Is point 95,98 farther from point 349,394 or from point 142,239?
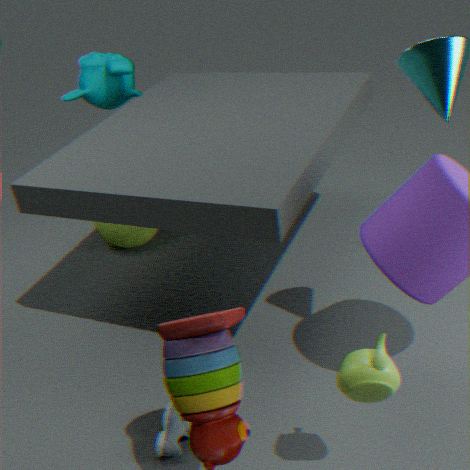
point 349,394
